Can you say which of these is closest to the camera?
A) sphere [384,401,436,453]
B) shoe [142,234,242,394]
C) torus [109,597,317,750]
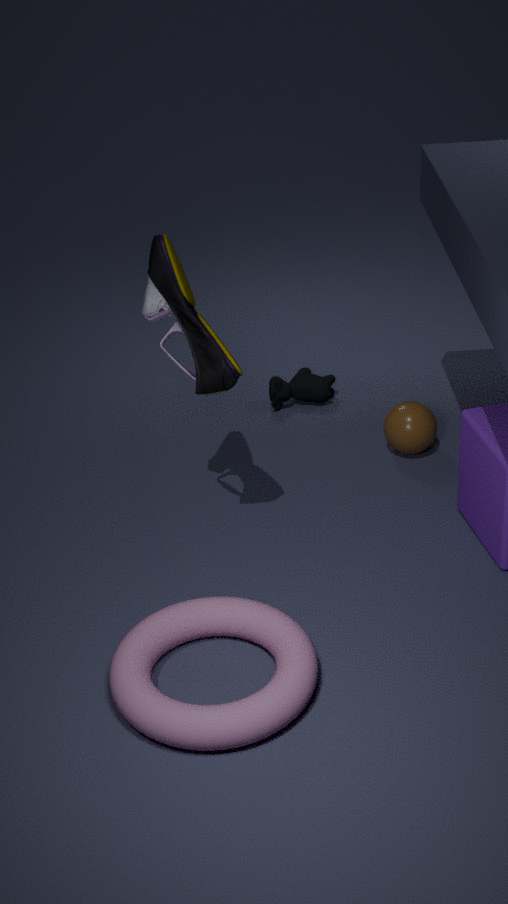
torus [109,597,317,750]
